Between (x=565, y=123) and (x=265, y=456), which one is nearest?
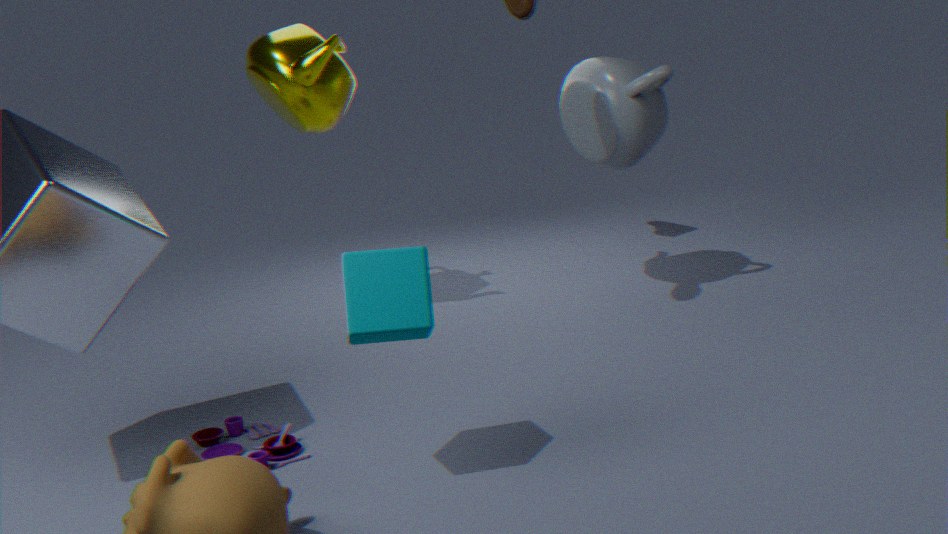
(x=265, y=456)
